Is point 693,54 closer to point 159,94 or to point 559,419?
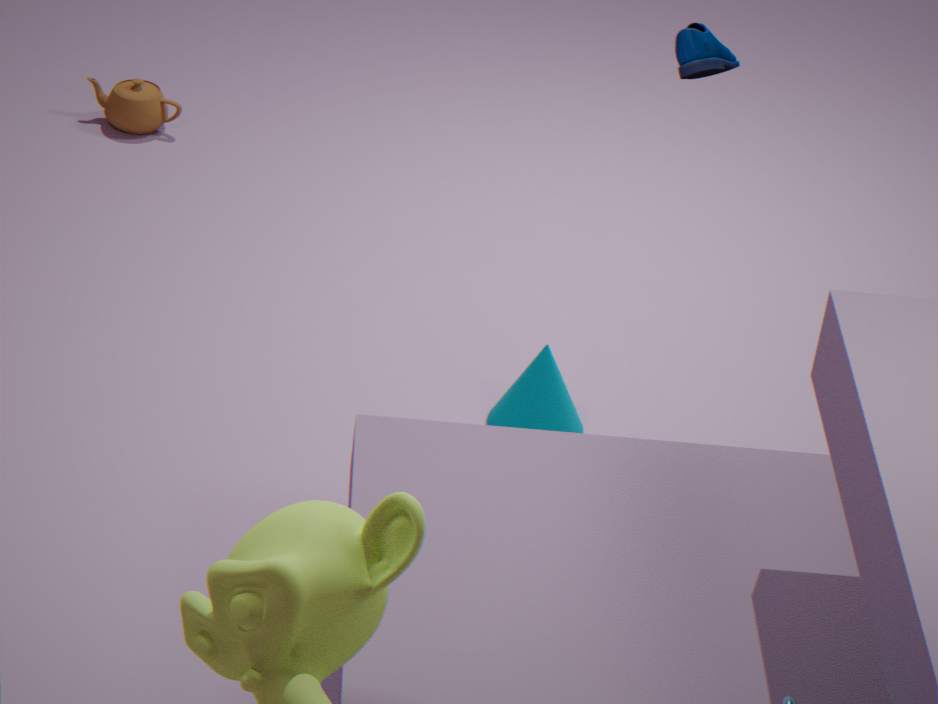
point 559,419
